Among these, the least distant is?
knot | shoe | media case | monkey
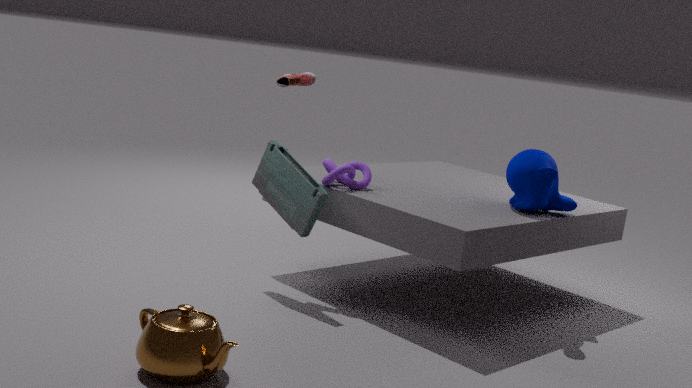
media case
